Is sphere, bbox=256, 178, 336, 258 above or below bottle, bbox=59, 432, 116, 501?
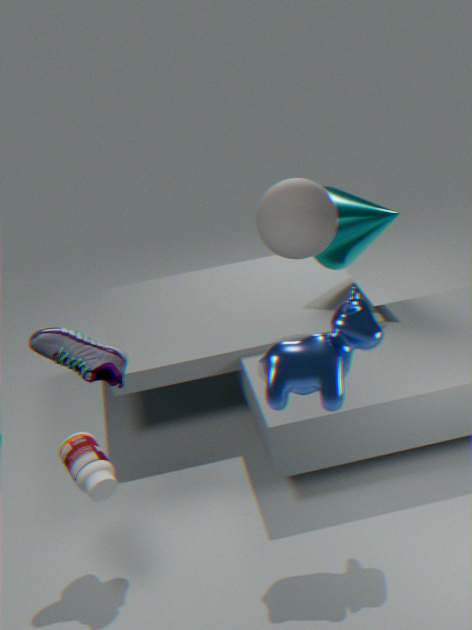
above
